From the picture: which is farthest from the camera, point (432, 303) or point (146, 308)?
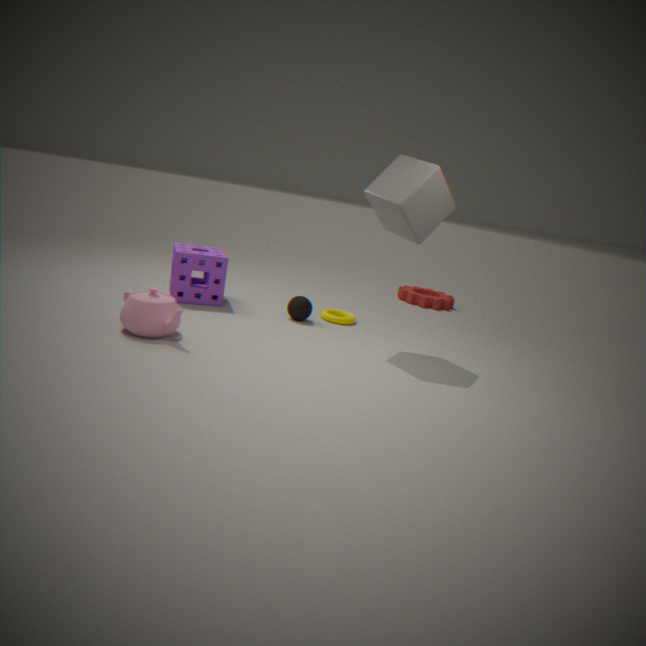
point (432, 303)
